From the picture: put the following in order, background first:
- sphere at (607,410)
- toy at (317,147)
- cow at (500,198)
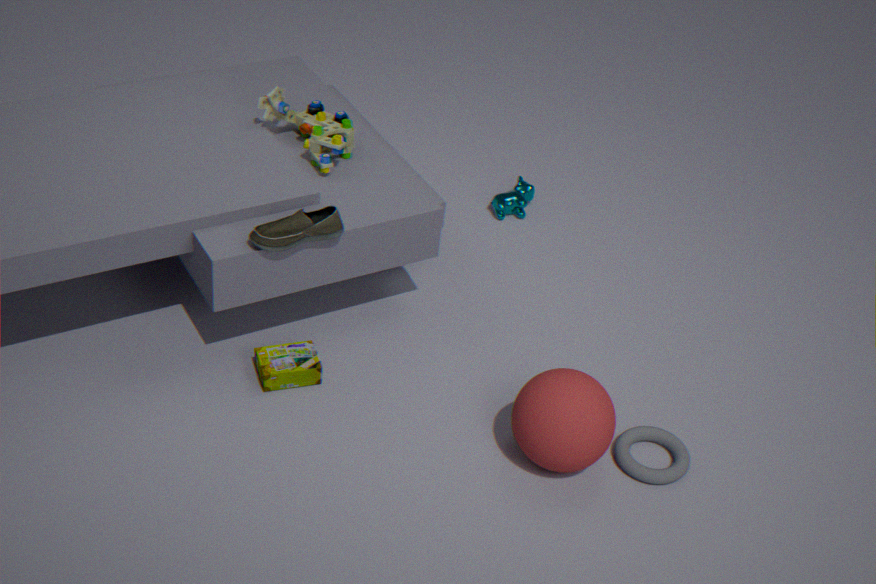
cow at (500,198)
toy at (317,147)
sphere at (607,410)
